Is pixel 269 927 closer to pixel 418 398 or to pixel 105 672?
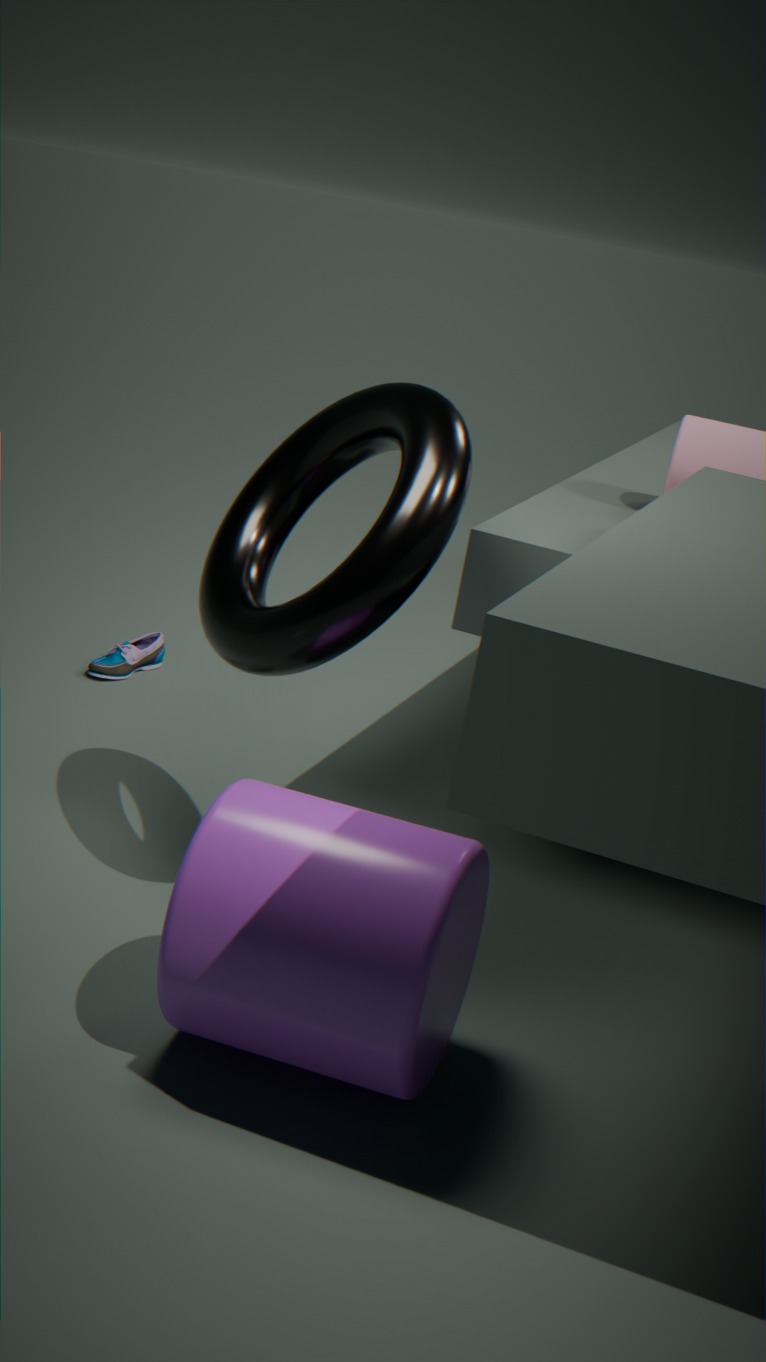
pixel 418 398
